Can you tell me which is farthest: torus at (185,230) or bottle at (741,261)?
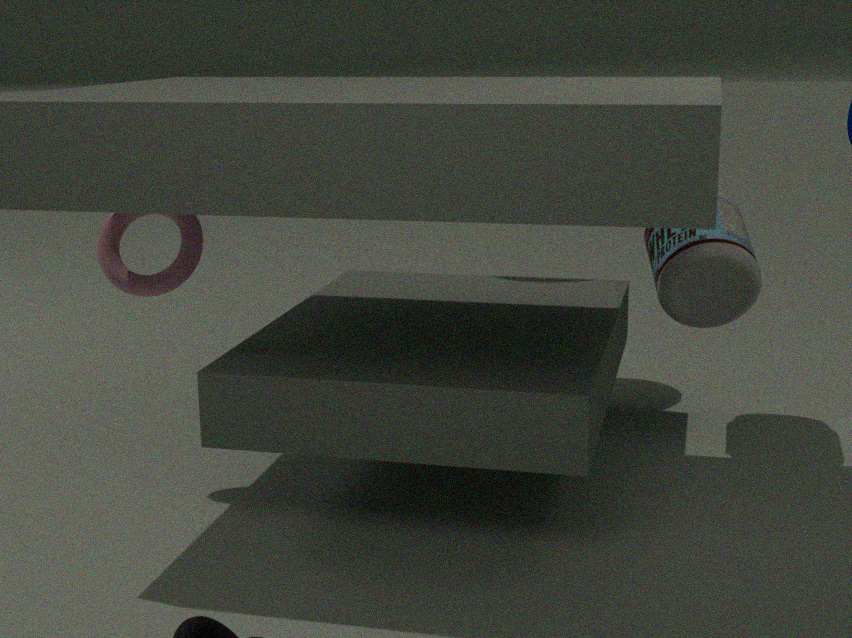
bottle at (741,261)
